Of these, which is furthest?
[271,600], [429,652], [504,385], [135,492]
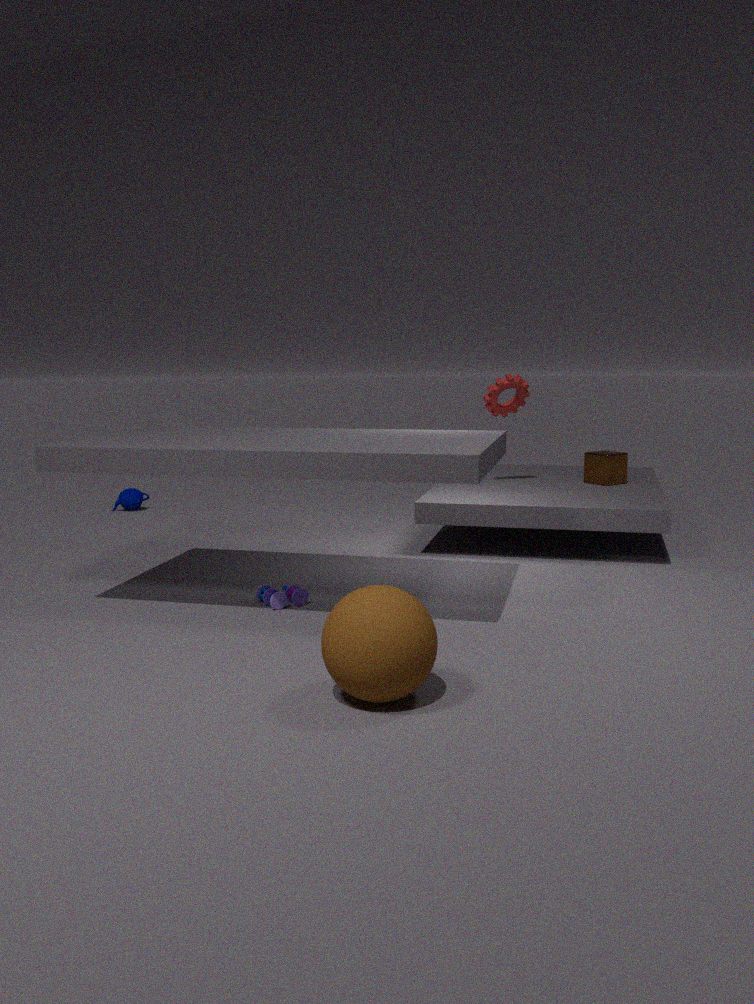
[135,492]
